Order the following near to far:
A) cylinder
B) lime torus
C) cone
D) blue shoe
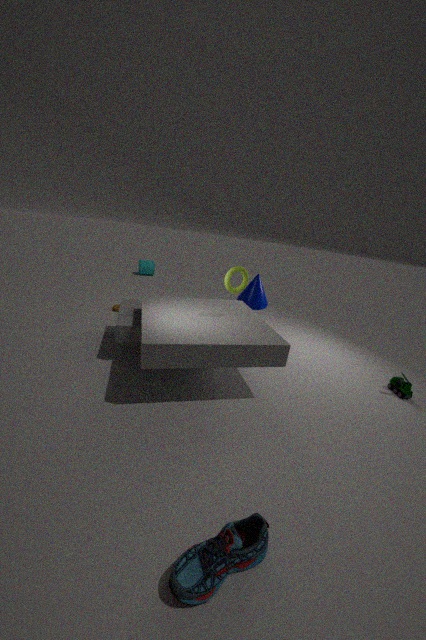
blue shoe
lime torus
cone
cylinder
